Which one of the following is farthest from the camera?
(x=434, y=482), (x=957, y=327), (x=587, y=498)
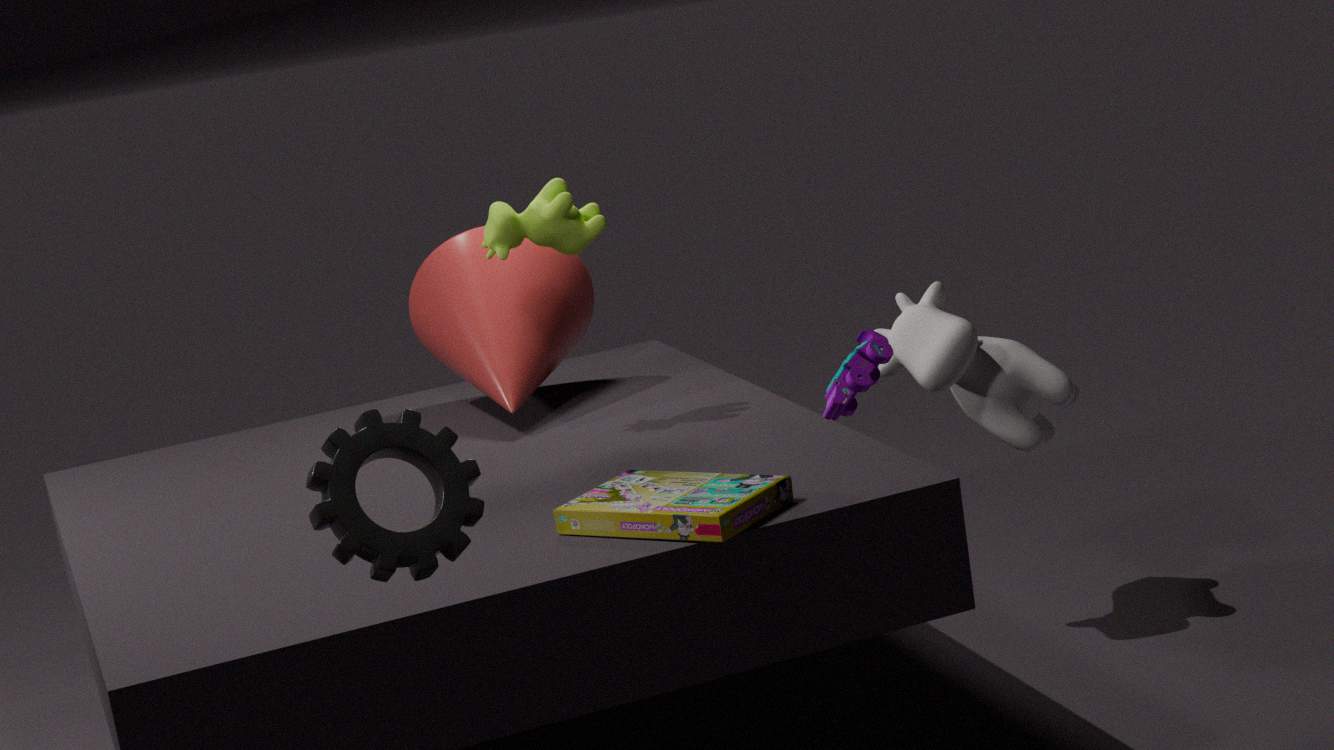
(x=957, y=327)
